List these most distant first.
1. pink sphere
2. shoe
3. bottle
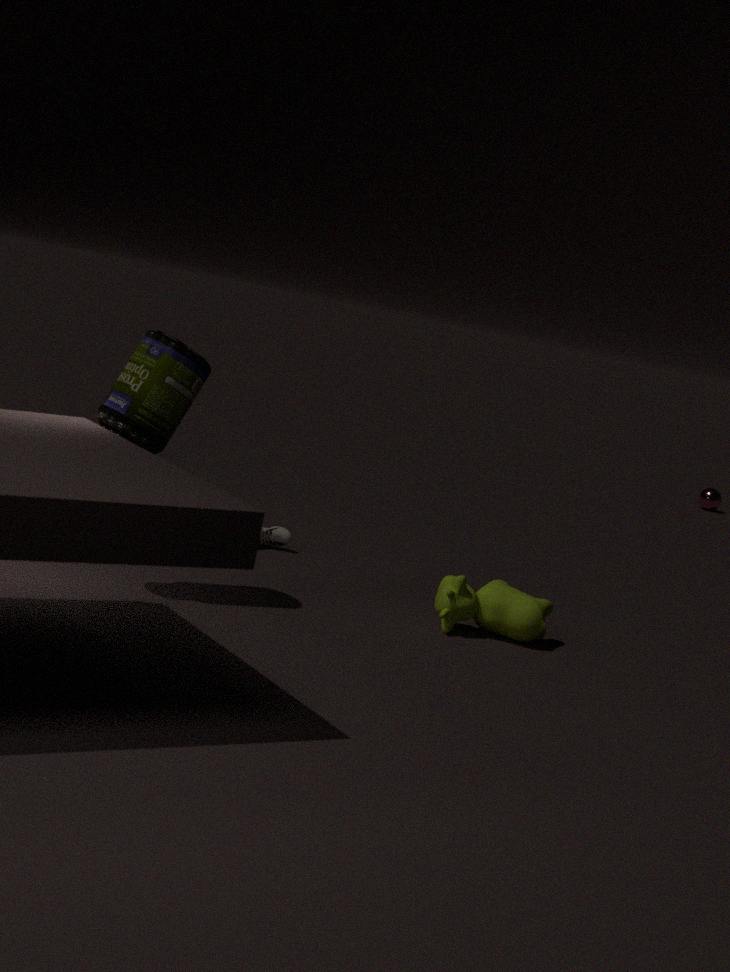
pink sphere < shoe < bottle
